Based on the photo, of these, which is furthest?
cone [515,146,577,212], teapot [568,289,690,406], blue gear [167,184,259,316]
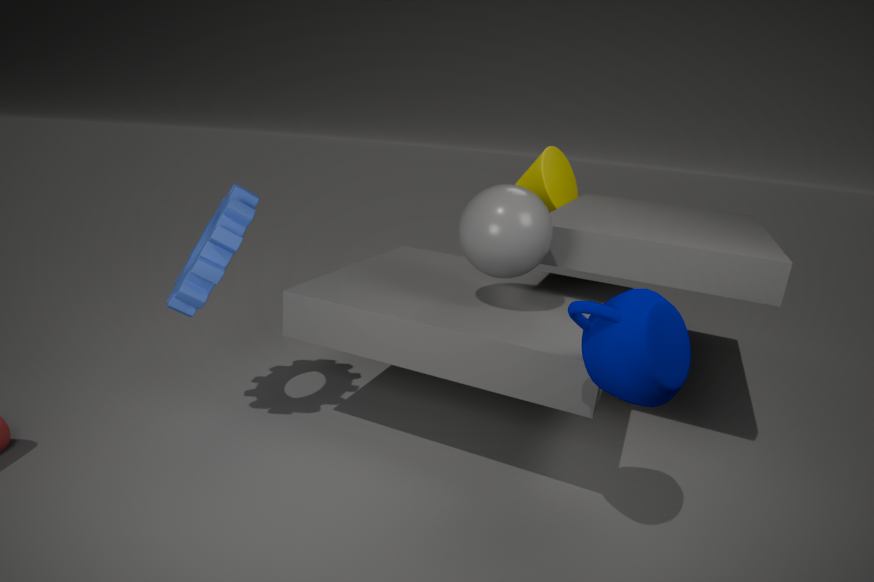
cone [515,146,577,212]
